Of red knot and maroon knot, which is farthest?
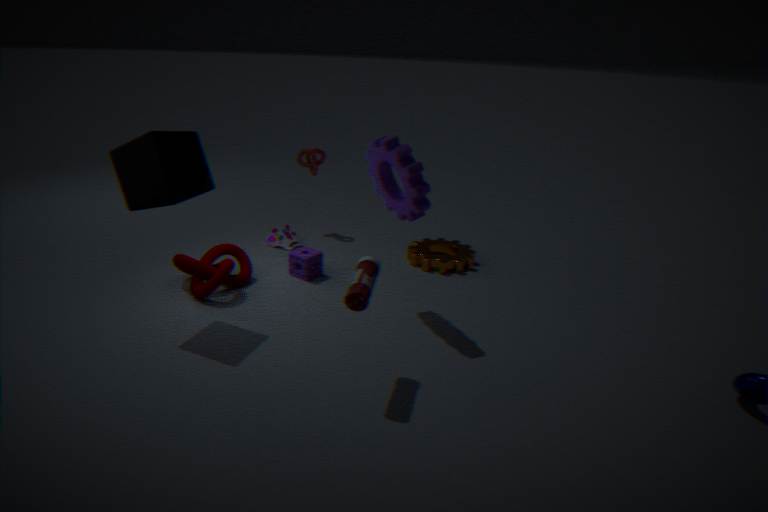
red knot
